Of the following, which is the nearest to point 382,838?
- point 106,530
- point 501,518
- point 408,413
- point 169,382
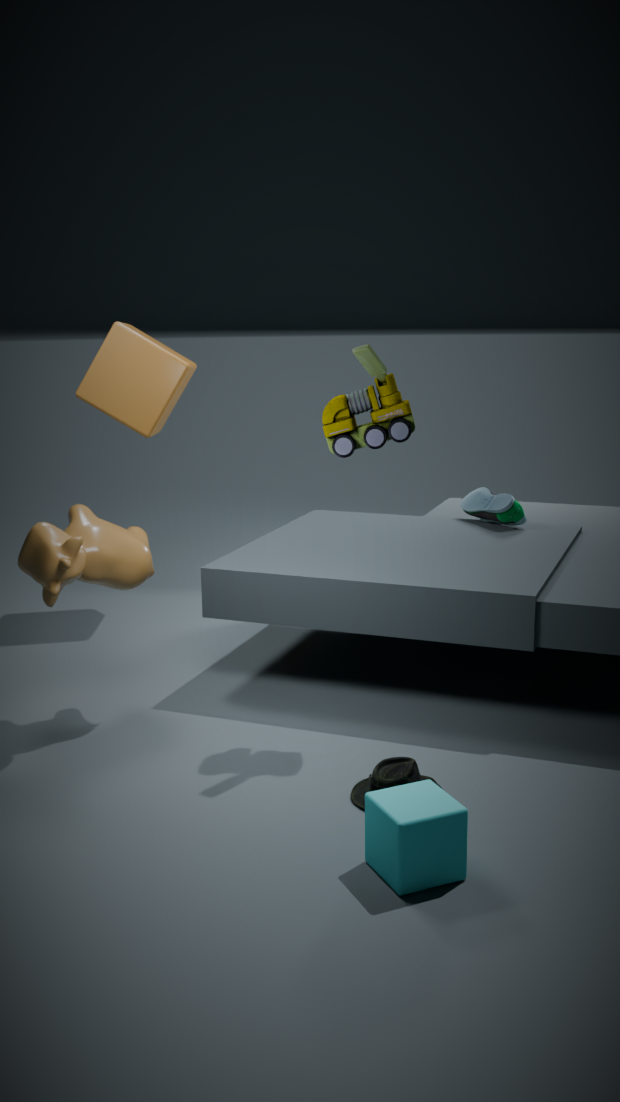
point 408,413
